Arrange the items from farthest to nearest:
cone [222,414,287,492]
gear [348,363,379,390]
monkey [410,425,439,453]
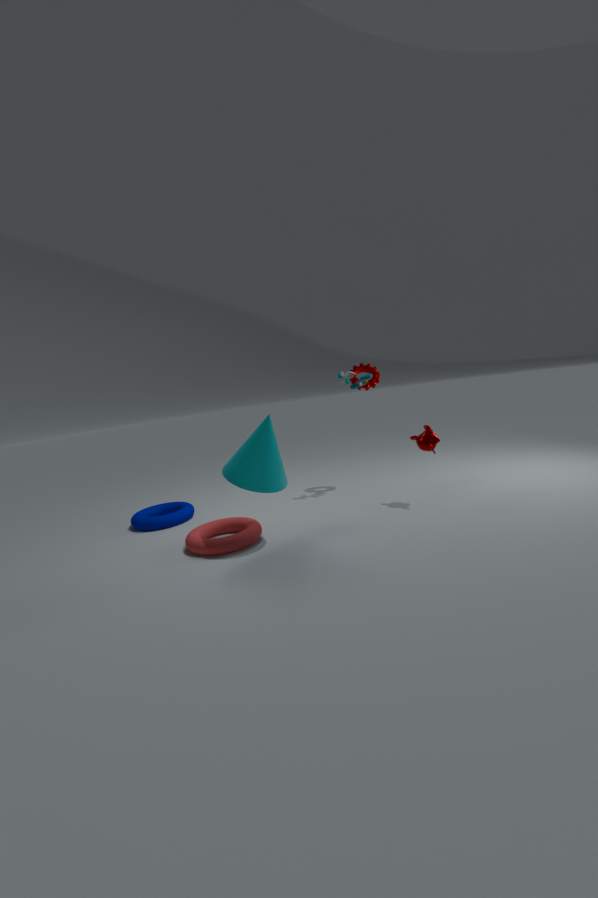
gear [348,363,379,390] < monkey [410,425,439,453] < cone [222,414,287,492]
